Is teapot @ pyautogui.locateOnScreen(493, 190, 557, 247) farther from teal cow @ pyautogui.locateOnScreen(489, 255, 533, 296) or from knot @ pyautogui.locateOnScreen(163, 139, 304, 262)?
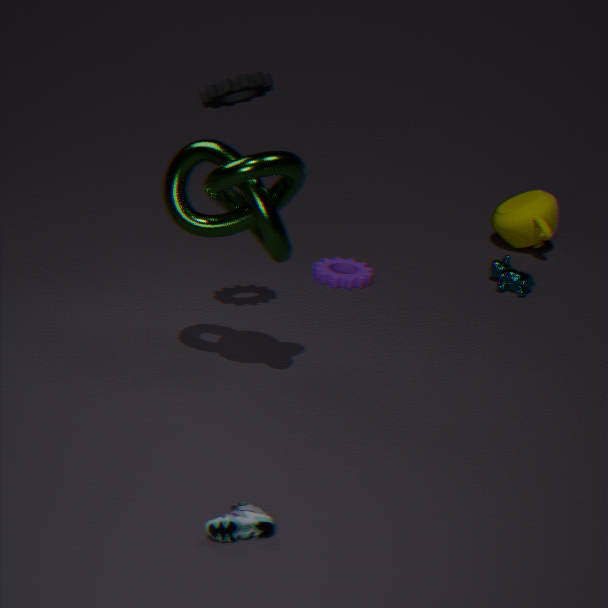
knot @ pyautogui.locateOnScreen(163, 139, 304, 262)
